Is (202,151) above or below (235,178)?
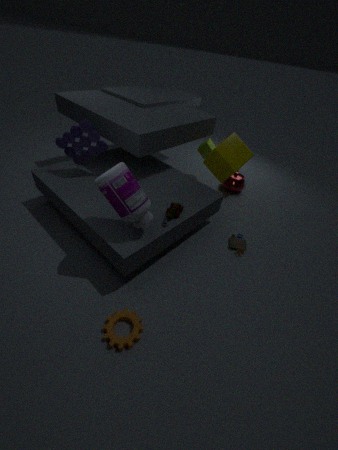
above
